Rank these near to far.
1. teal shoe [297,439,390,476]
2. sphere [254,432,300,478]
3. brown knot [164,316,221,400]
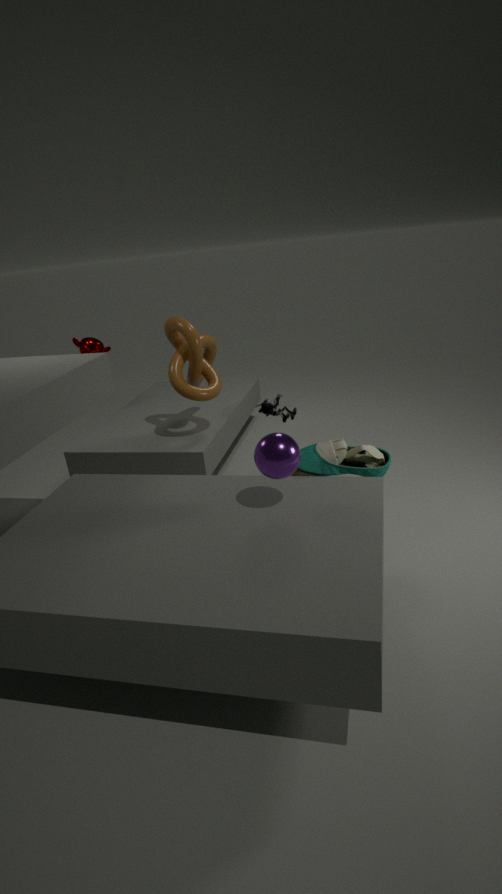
sphere [254,432,300,478], teal shoe [297,439,390,476], brown knot [164,316,221,400]
